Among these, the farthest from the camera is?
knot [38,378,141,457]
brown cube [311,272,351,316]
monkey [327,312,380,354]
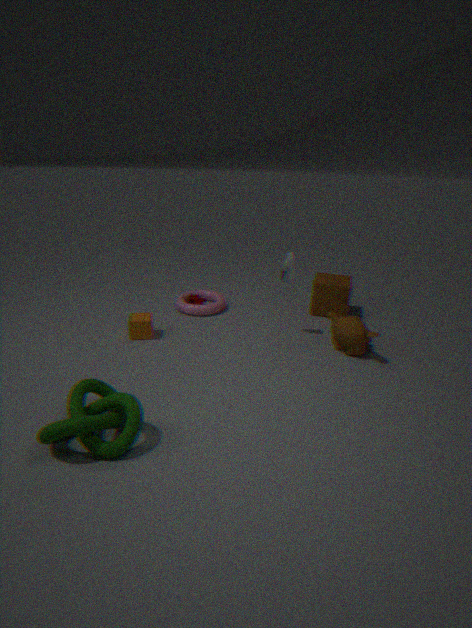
brown cube [311,272,351,316]
